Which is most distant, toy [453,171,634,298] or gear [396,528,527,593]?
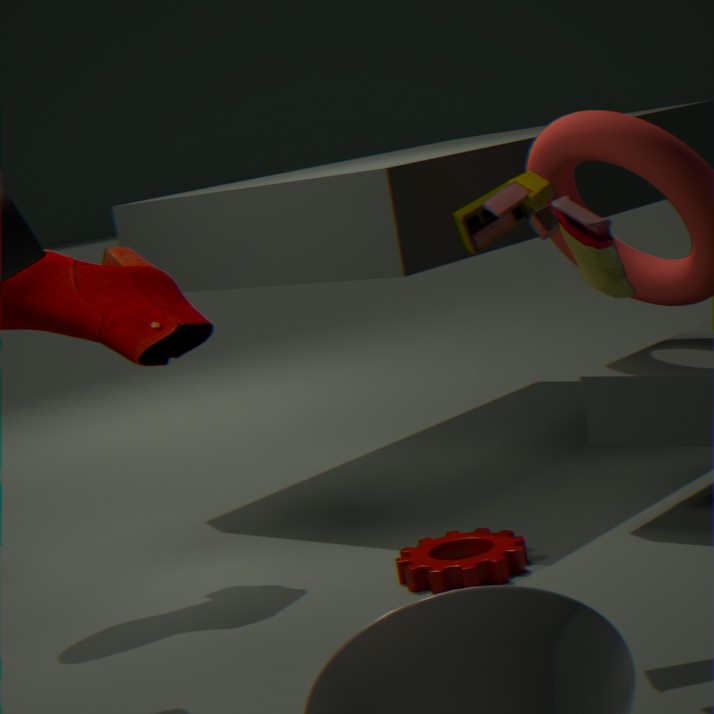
gear [396,528,527,593]
